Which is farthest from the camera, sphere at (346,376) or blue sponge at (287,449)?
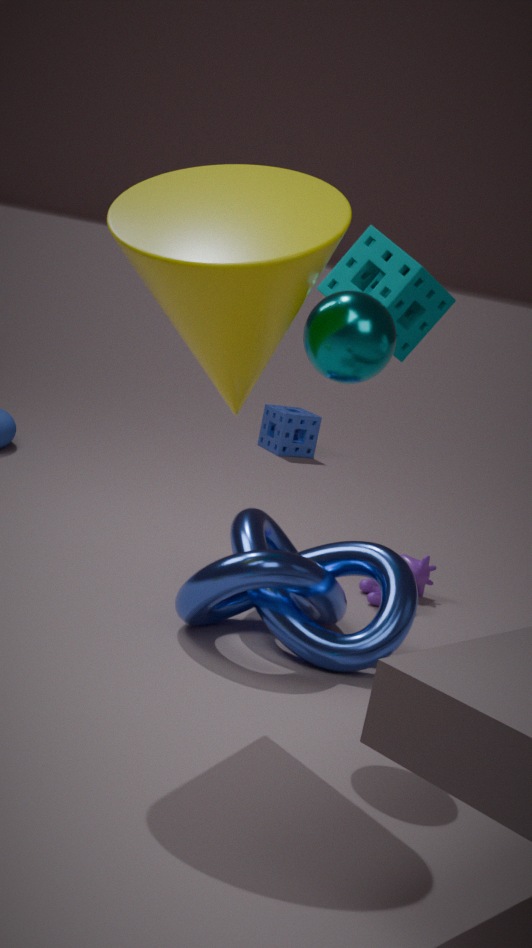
blue sponge at (287,449)
